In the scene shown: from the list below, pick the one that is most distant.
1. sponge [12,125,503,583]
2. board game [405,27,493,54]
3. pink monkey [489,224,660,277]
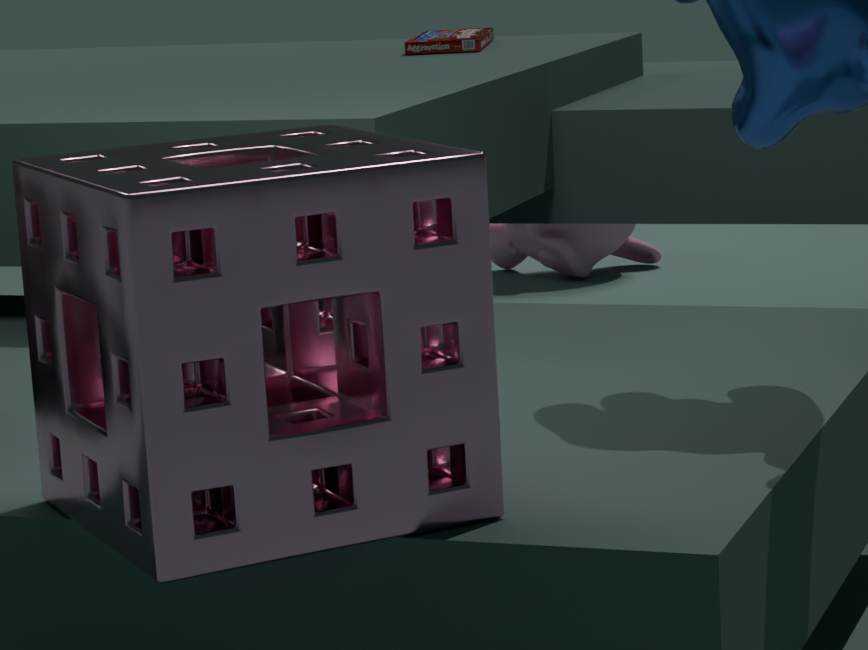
pink monkey [489,224,660,277]
